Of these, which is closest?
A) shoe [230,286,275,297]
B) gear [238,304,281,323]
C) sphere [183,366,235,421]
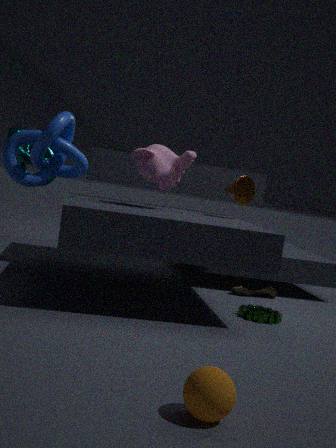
sphere [183,366,235,421]
